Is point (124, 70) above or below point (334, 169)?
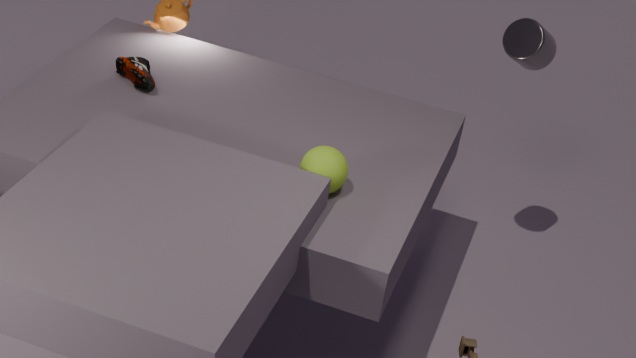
below
